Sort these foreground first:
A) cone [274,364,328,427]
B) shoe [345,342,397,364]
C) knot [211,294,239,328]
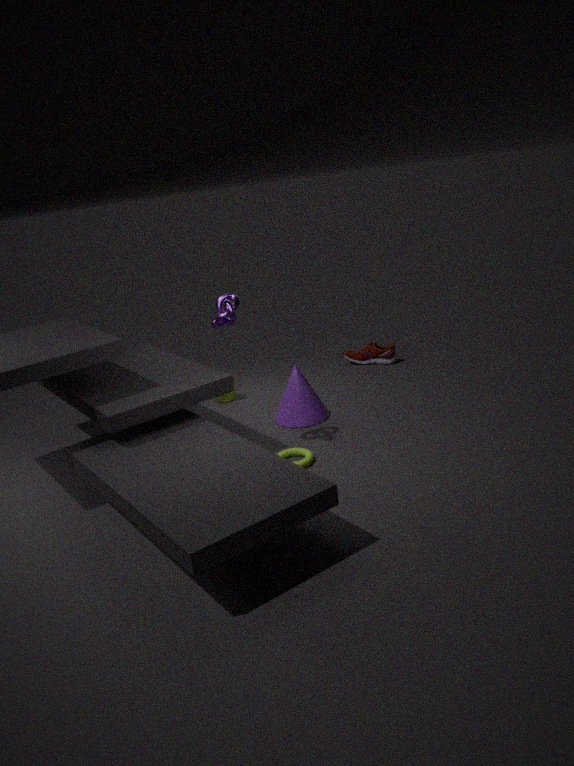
1. knot [211,294,239,328]
2. cone [274,364,328,427]
3. shoe [345,342,397,364]
